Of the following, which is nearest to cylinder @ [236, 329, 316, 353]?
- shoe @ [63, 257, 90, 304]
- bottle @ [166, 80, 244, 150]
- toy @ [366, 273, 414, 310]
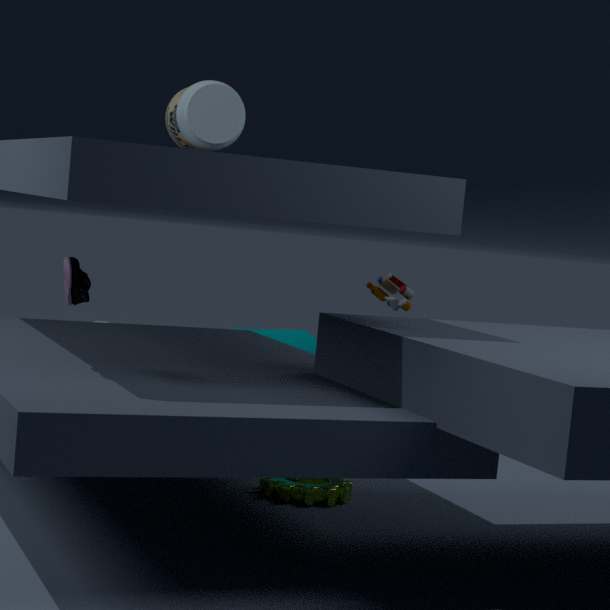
toy @ [366, 273, 414, 310]
